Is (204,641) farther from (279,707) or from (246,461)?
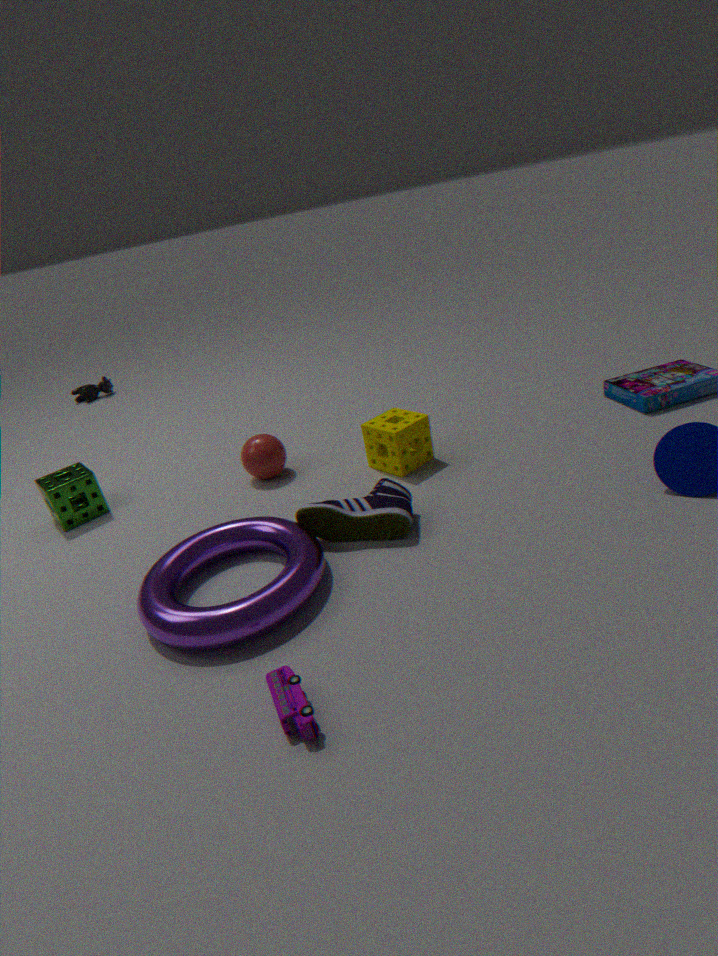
(246,461)
